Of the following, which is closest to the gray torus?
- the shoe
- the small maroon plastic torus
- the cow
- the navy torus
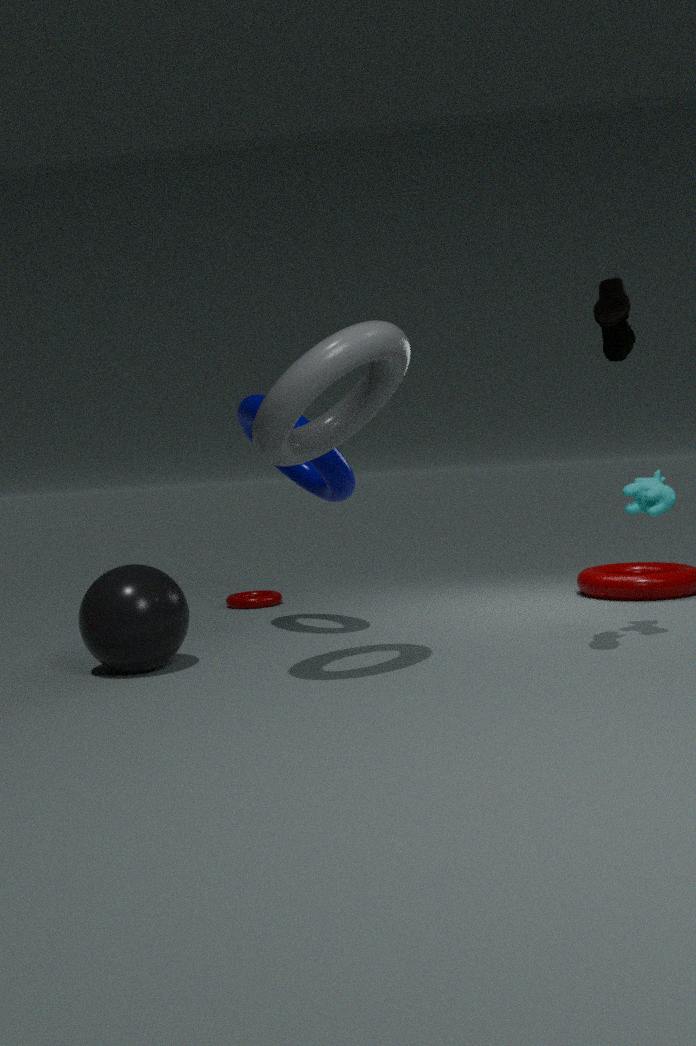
the navy torus
